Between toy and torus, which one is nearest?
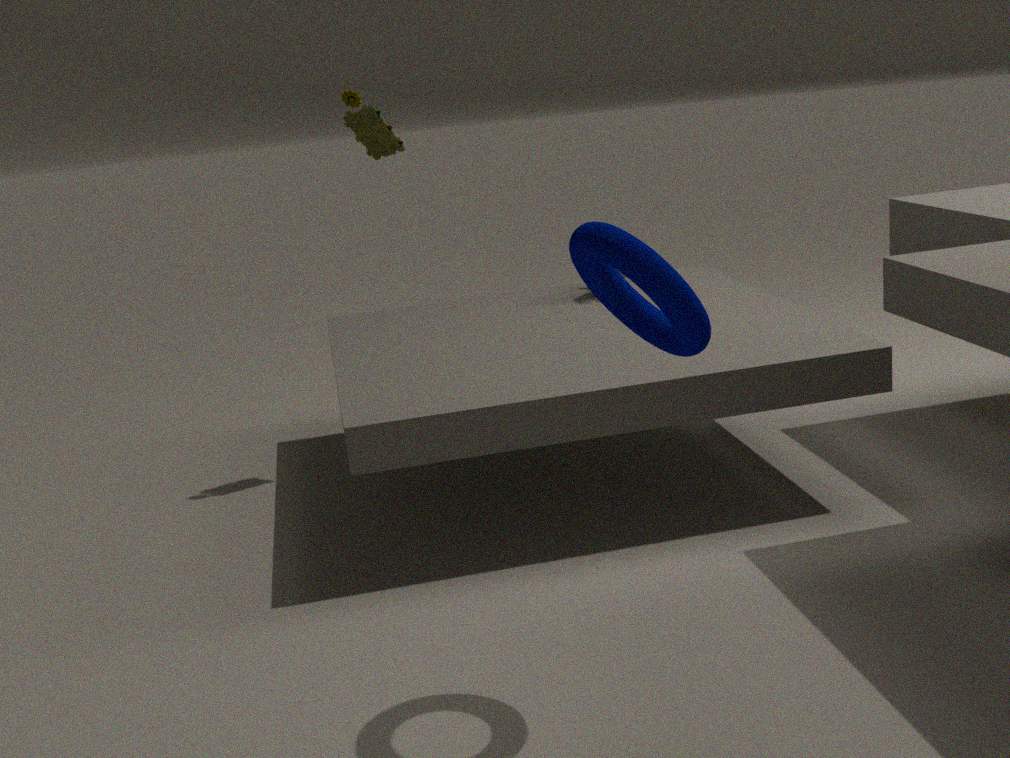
torus
